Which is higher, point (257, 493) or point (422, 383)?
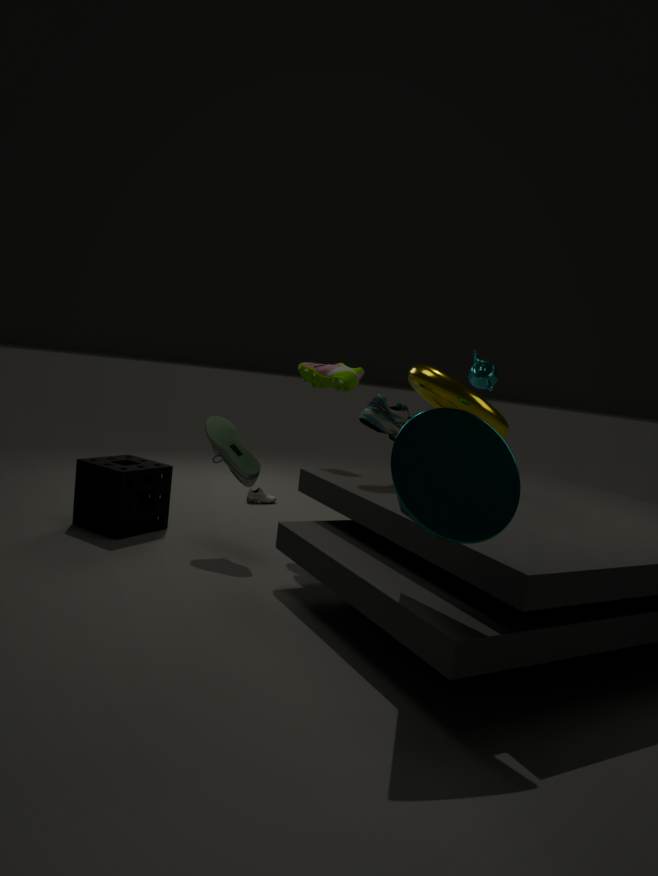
point (422, 383)
